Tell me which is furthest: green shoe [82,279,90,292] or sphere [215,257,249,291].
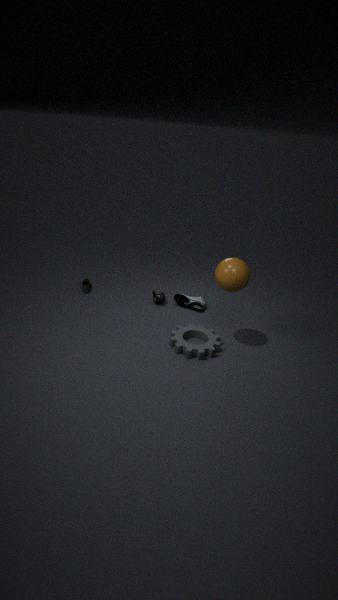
green shoe [82,279,90,292]
